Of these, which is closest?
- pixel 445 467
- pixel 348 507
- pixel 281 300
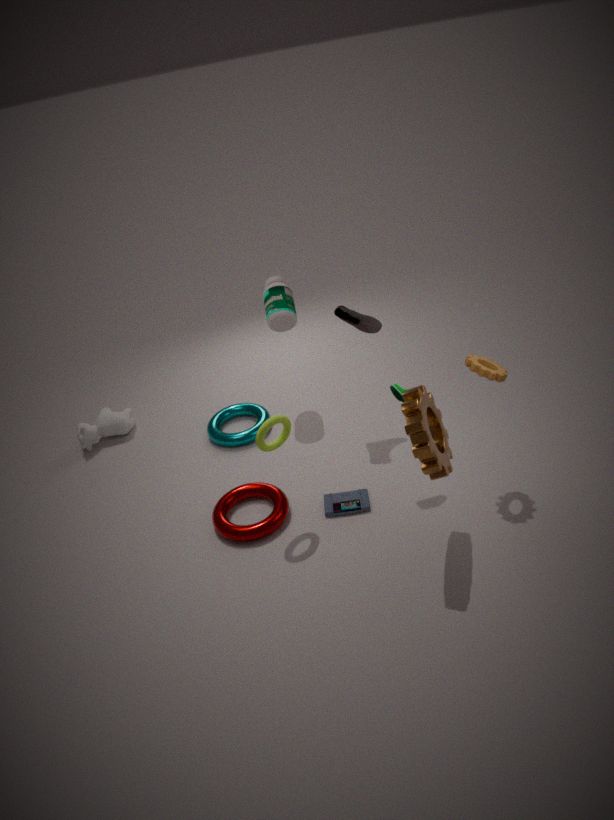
pixel 445 467
